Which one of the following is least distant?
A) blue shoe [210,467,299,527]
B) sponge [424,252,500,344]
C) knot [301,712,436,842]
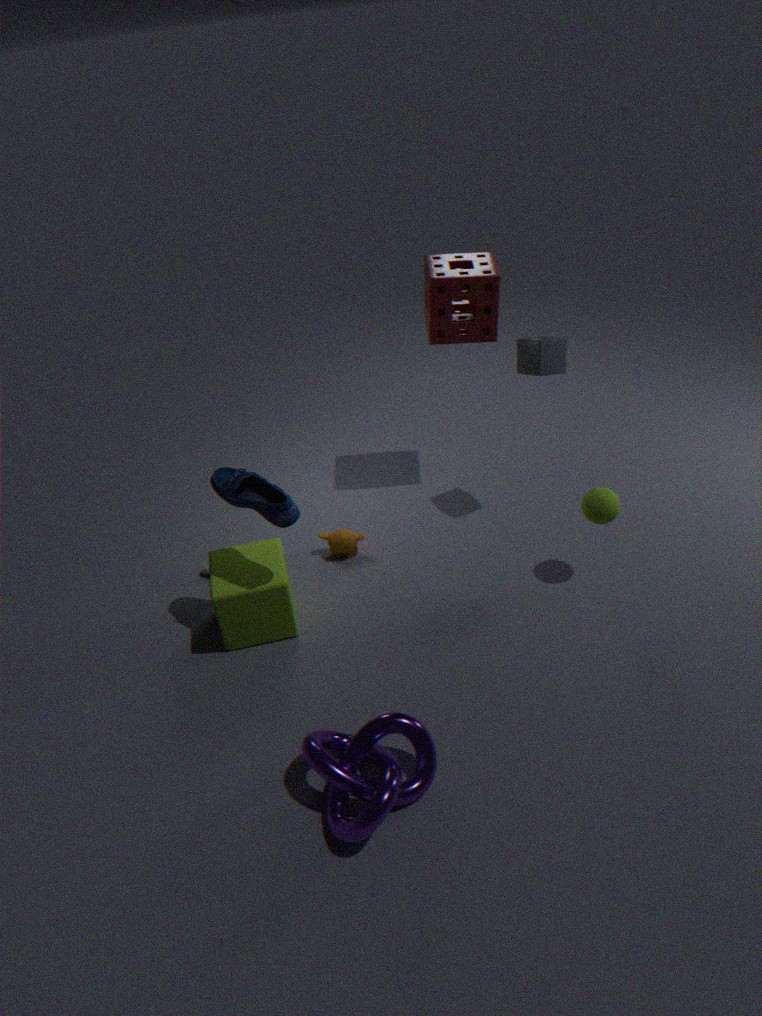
knot [301,712,436,842]
